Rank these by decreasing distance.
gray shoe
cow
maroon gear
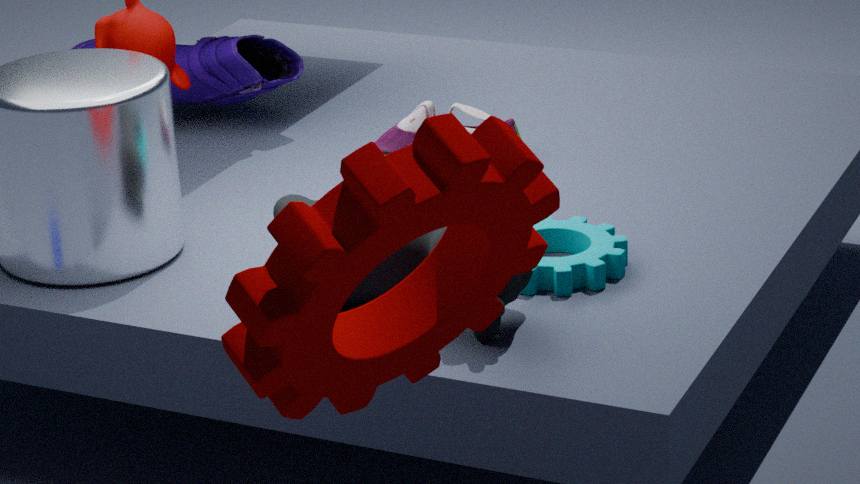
gray shoe < cow < maroon gear
